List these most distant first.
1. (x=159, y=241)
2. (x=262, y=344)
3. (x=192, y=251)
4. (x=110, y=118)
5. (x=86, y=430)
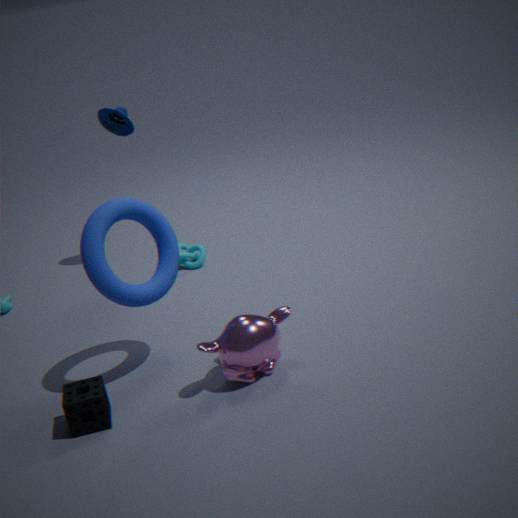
1. (x=192, y=251)
2. (x=110, y=118)
3. (x=159, y=241)
4. (x=262, y=344)
5. (x=86, y=430)
